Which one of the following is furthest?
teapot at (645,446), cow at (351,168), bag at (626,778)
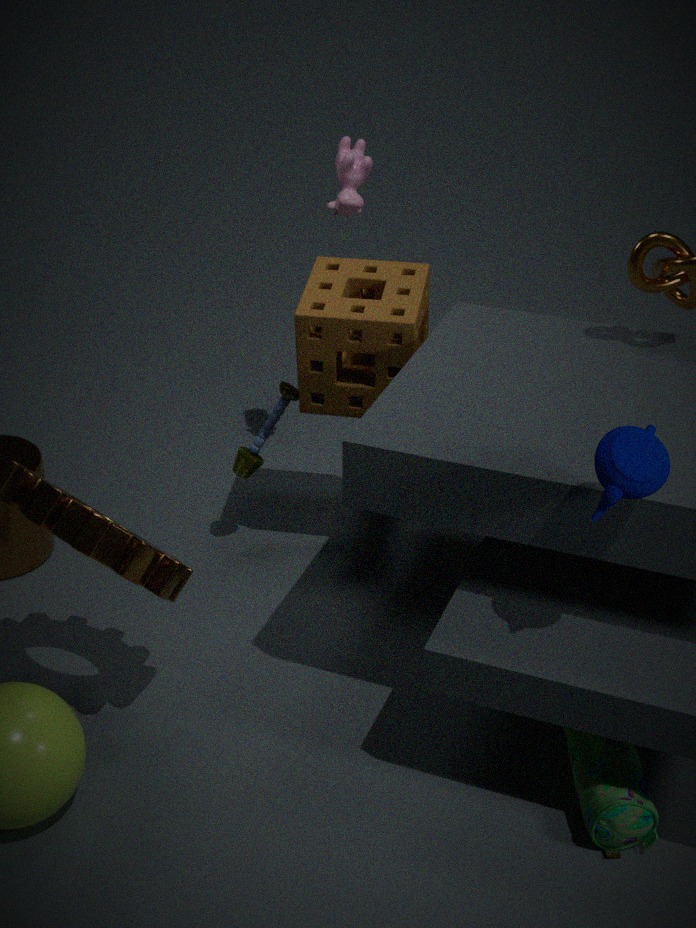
cow at (351,168)
